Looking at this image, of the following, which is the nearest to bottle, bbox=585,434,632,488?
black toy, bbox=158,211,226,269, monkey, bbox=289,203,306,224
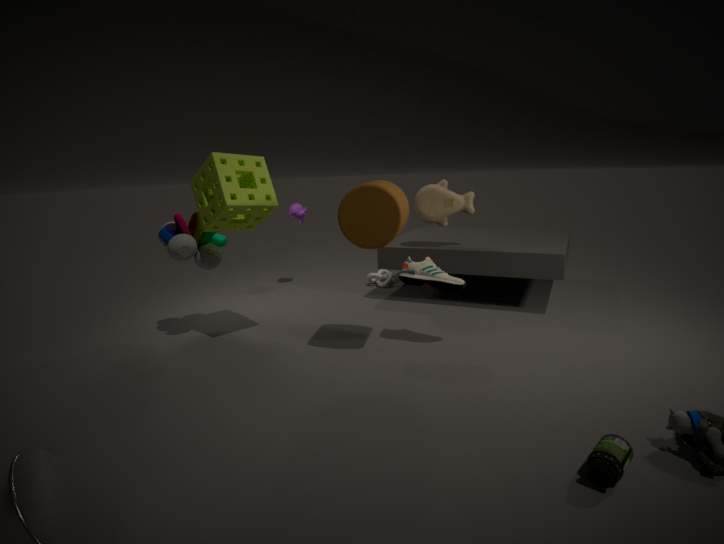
black toy, bbox=158,211,226,269
